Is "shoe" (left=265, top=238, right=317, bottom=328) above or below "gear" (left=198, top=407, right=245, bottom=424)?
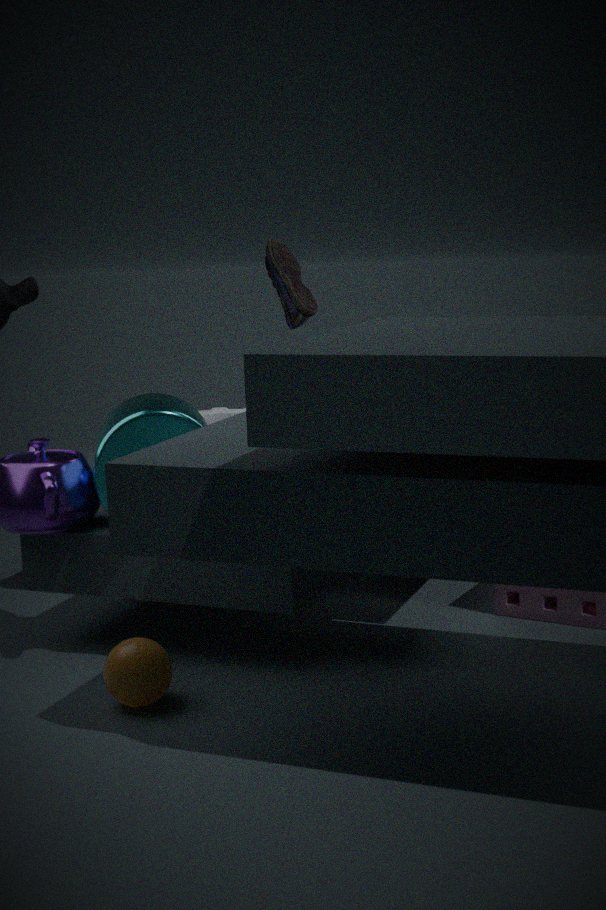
above
